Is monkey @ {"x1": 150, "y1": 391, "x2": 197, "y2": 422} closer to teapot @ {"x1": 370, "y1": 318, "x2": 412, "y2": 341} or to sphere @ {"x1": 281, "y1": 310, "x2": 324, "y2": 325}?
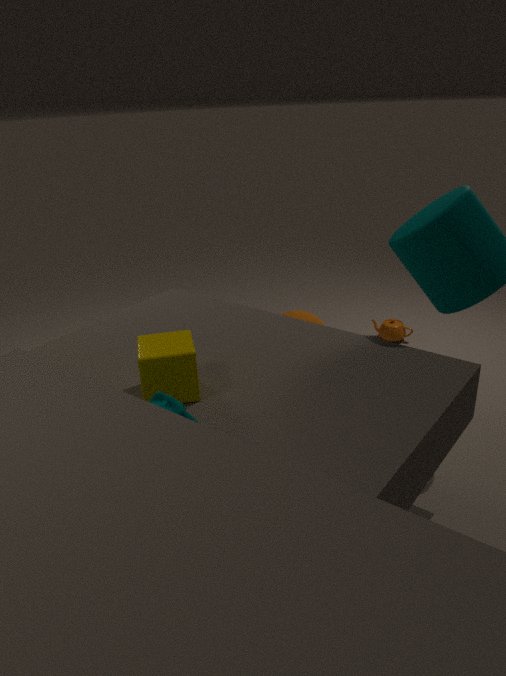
sphere @ {"x1": 281, "y1": 310, "x2": 324, "y2": 325}
